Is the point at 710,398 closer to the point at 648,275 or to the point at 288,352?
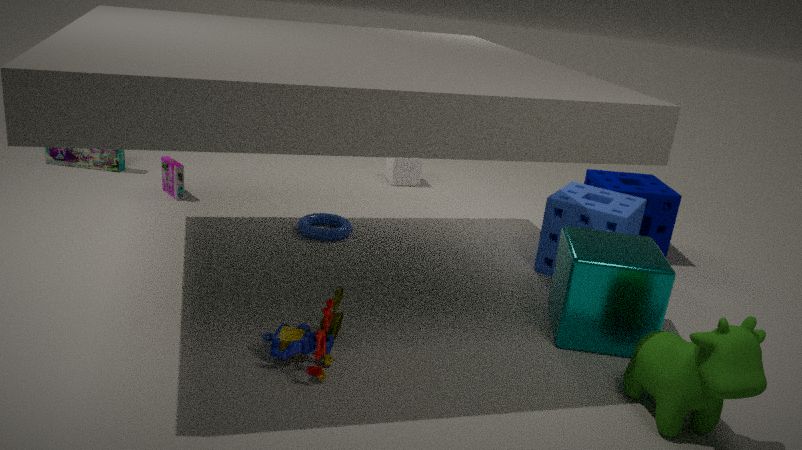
the point at 648,275
